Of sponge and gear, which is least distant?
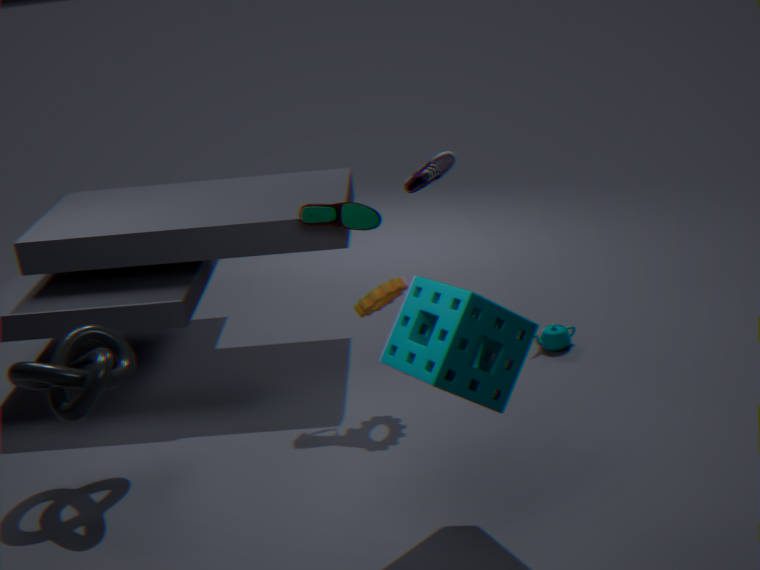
sponge
